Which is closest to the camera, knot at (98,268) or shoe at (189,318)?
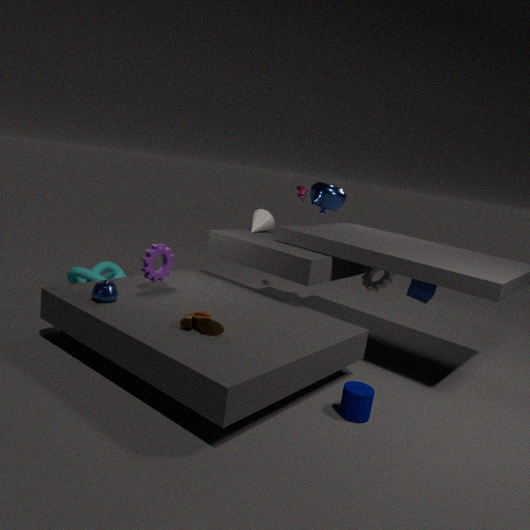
shoe at (189,318)
